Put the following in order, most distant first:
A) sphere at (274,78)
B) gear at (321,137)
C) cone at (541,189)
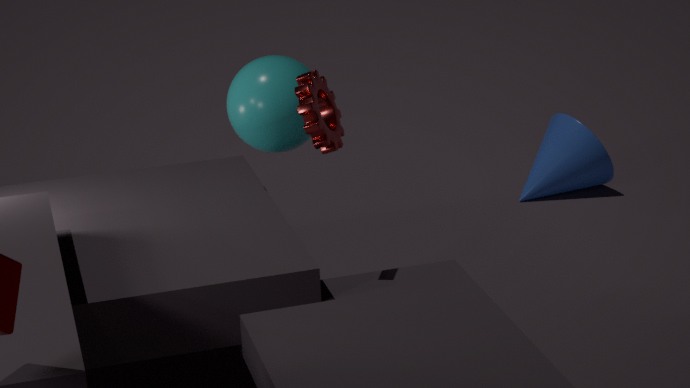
C. cone at (541,189), A. sphere at (274,78), B. gear at (321,137)
